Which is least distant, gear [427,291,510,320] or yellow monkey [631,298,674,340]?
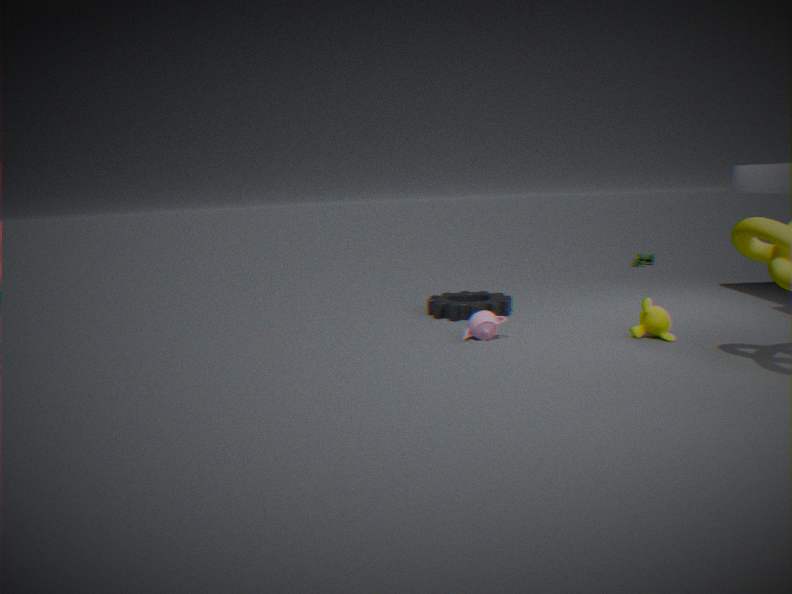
yellow monkey [631,298,674,340]
